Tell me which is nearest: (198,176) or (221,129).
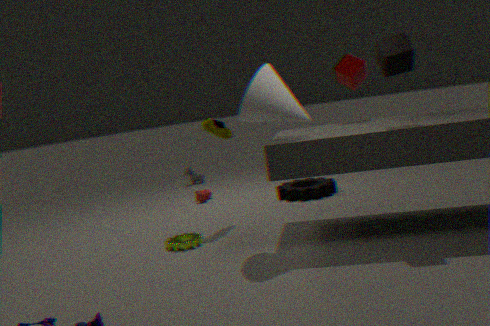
(221,129)
